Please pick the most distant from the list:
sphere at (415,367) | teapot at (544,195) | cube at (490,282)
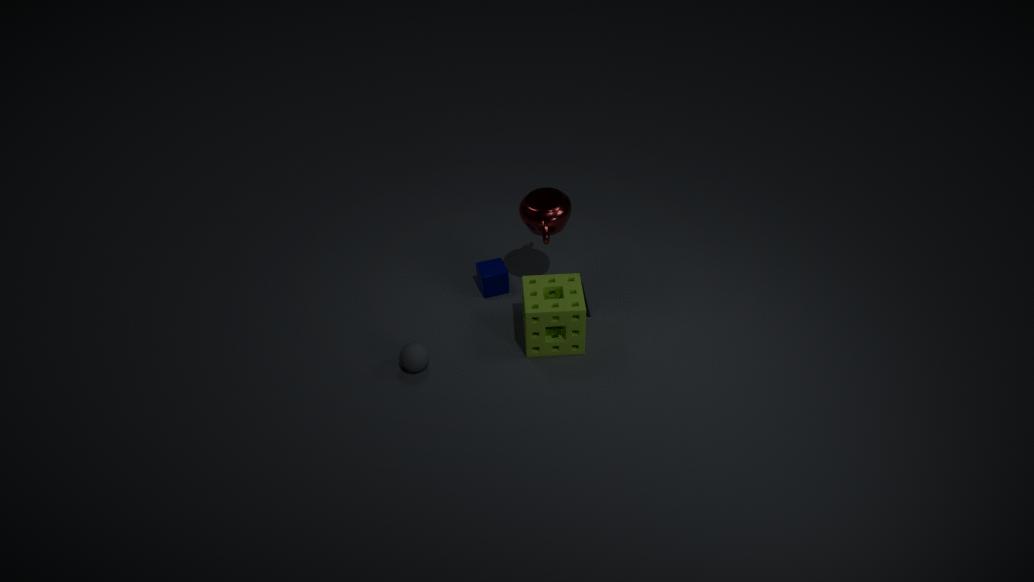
cube at (490,282)
